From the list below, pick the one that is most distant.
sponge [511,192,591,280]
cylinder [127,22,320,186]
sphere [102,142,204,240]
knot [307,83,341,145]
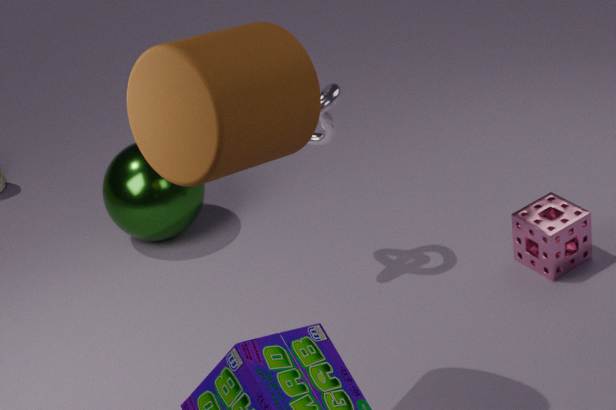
sphere [102,142,204,240]
